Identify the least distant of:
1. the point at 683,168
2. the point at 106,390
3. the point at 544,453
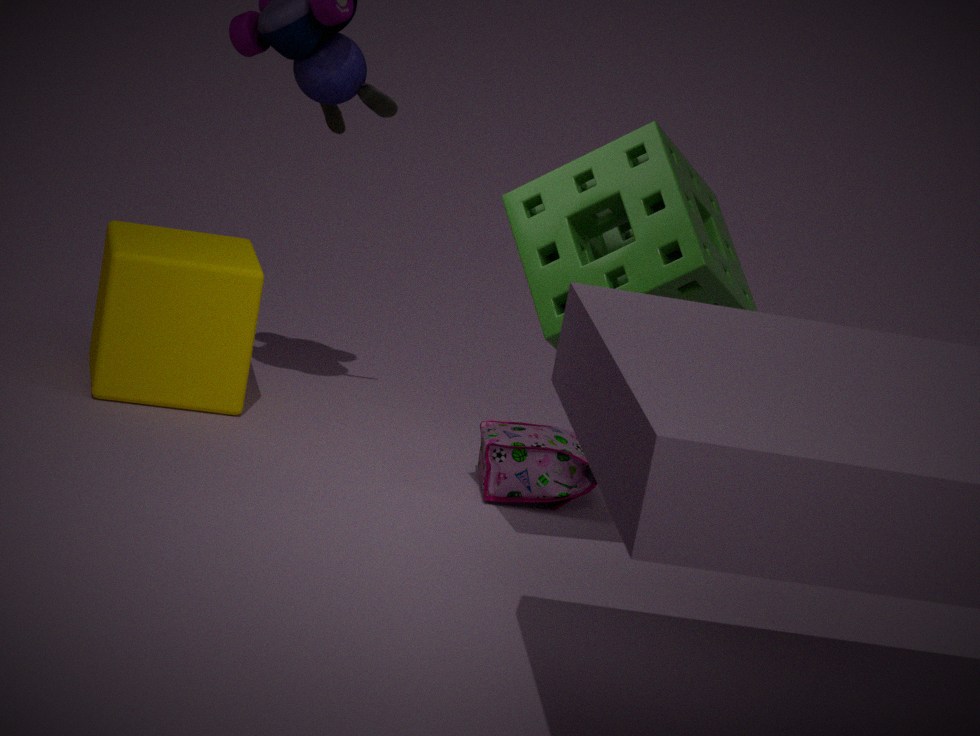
the point at 683,168
